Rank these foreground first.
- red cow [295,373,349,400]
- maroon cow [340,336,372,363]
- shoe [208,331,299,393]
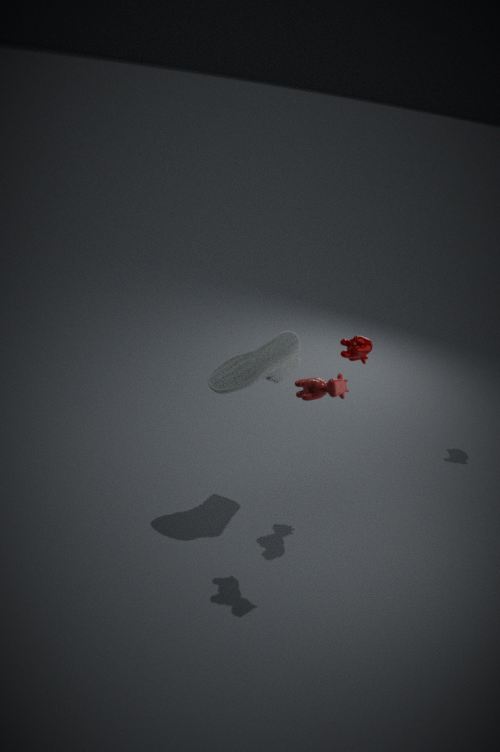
1. red cow [295,373,349,400]
2. maroon cow [340,336,372,363]
3. shoe [208,331,299,393]
